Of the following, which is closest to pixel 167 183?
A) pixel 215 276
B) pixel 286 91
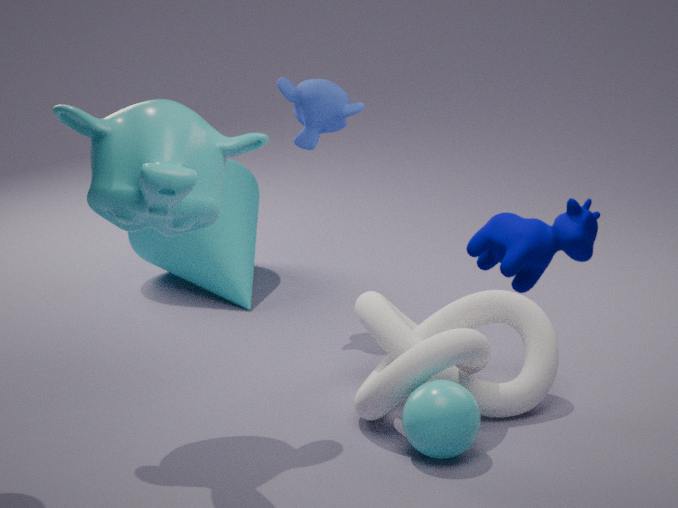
pixel 286 91
